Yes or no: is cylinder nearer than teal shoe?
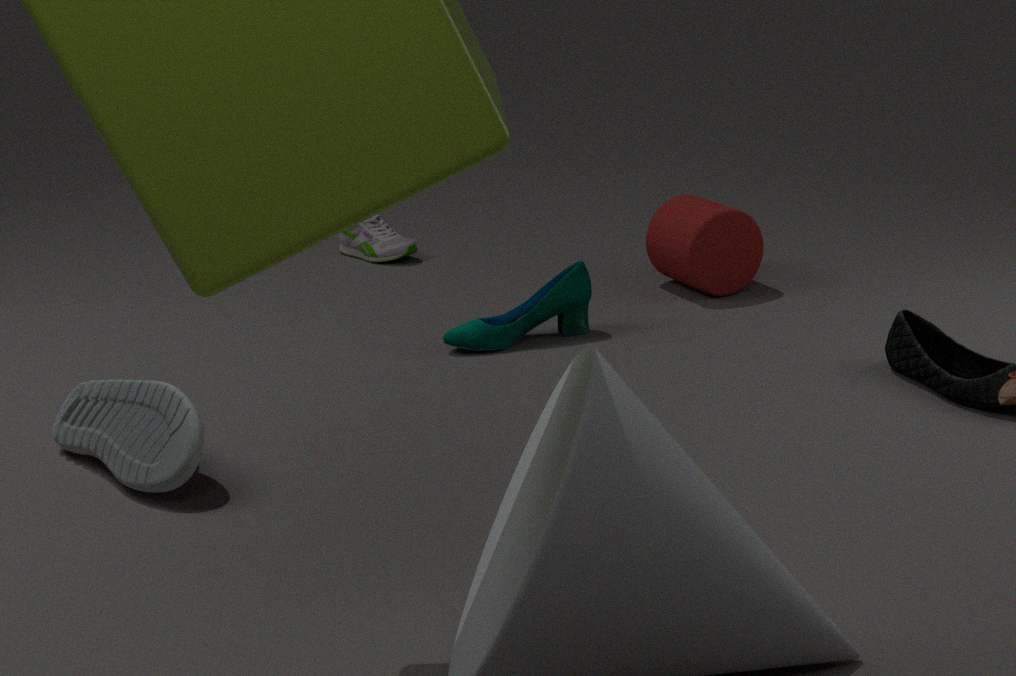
No
